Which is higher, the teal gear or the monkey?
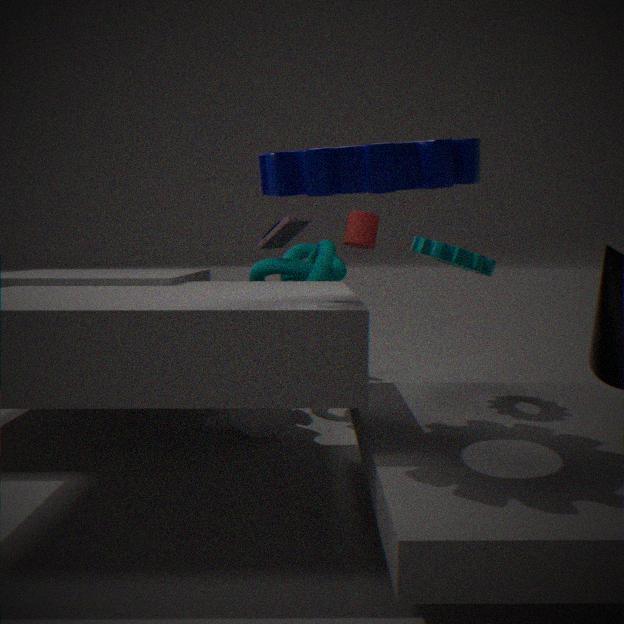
the teal gear
